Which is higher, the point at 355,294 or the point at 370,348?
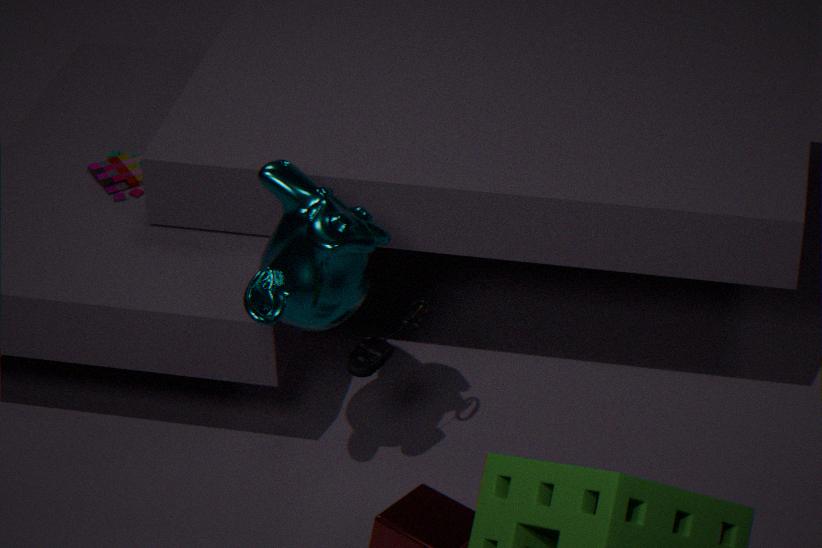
the point at 355,294
